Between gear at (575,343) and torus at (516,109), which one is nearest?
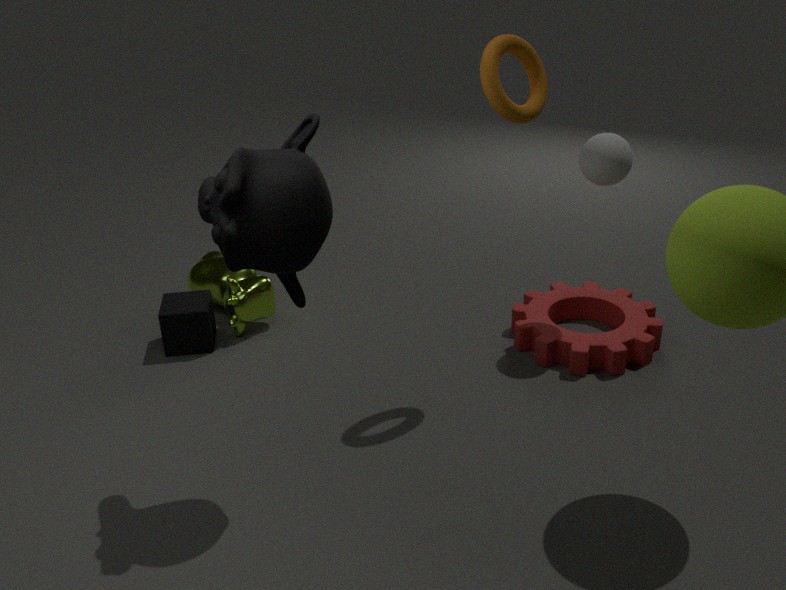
torus at (516,109)
